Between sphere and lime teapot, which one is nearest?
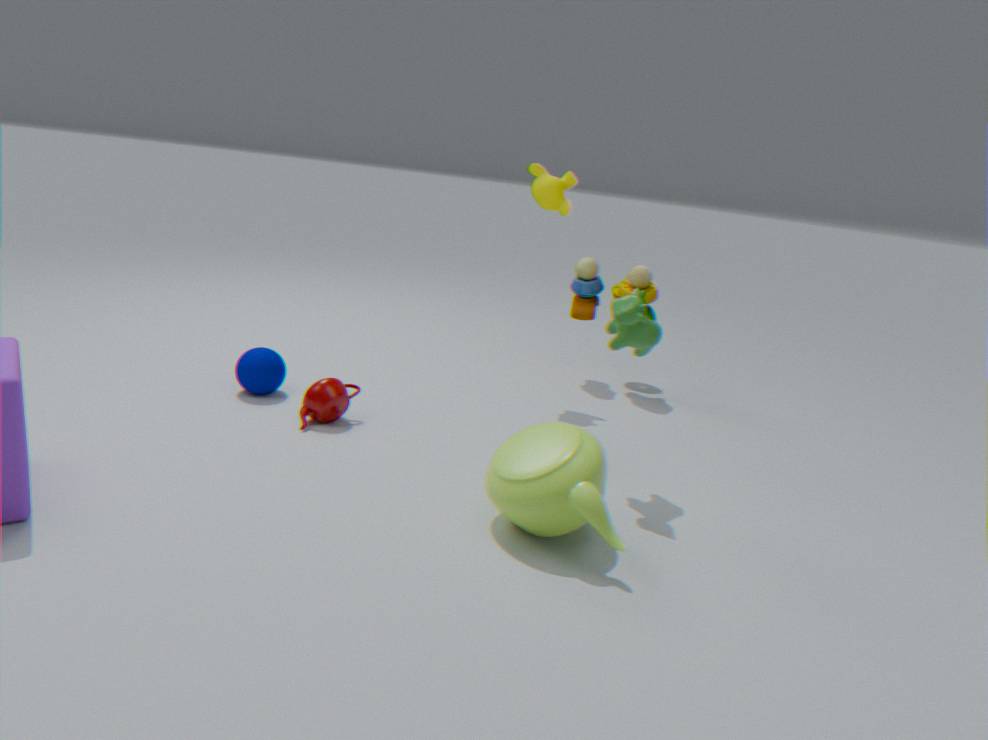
lime teapot
